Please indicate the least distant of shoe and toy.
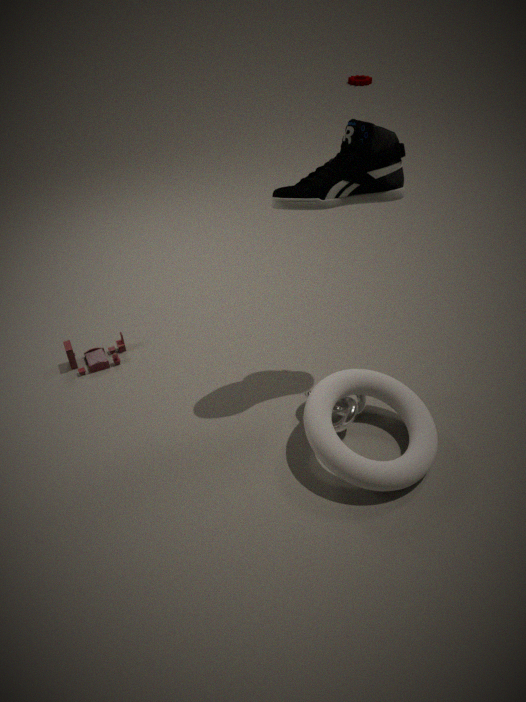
shoe
